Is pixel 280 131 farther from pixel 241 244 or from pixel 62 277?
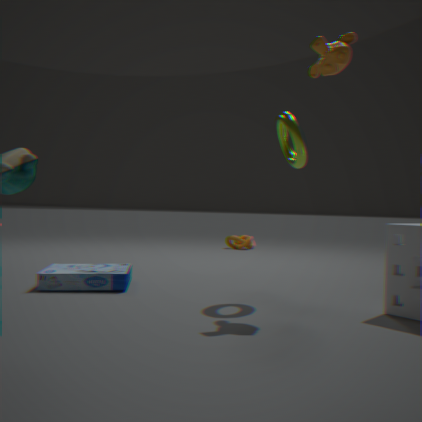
pixel 241 244
